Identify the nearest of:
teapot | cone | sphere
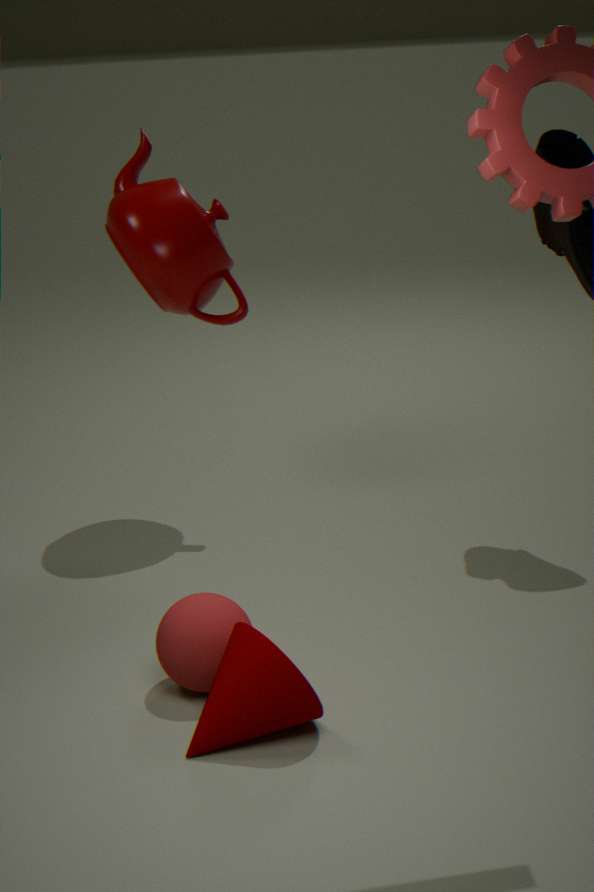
cone
